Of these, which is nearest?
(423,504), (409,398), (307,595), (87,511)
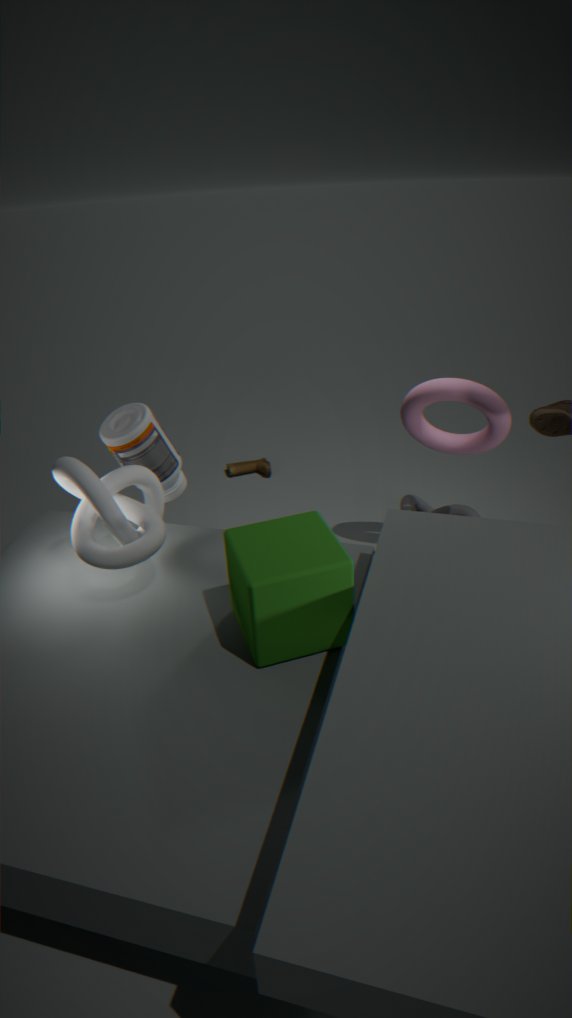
(307,595)
